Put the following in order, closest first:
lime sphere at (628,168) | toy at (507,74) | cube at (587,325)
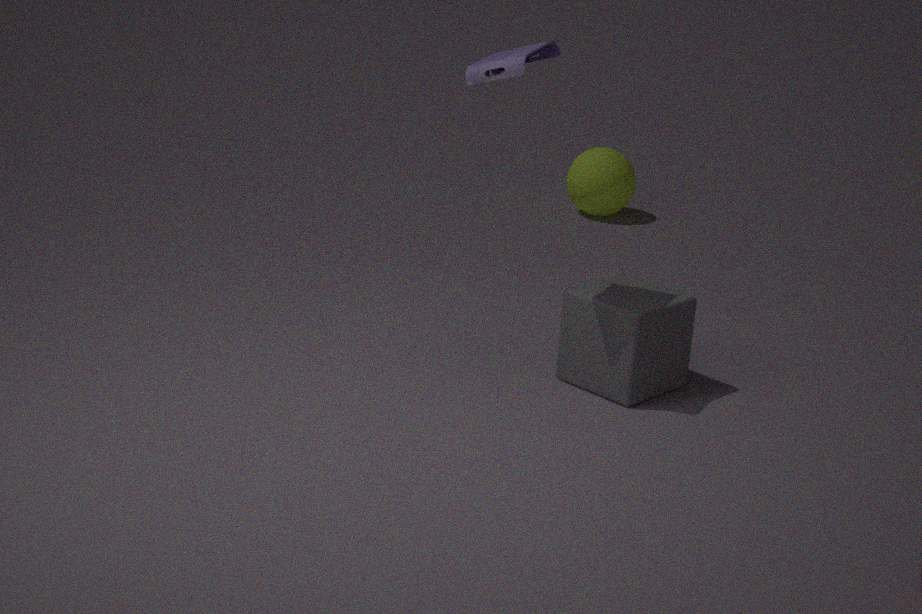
toy at (507,74)
cube at (587,325)
lime sphere at (628,168)
